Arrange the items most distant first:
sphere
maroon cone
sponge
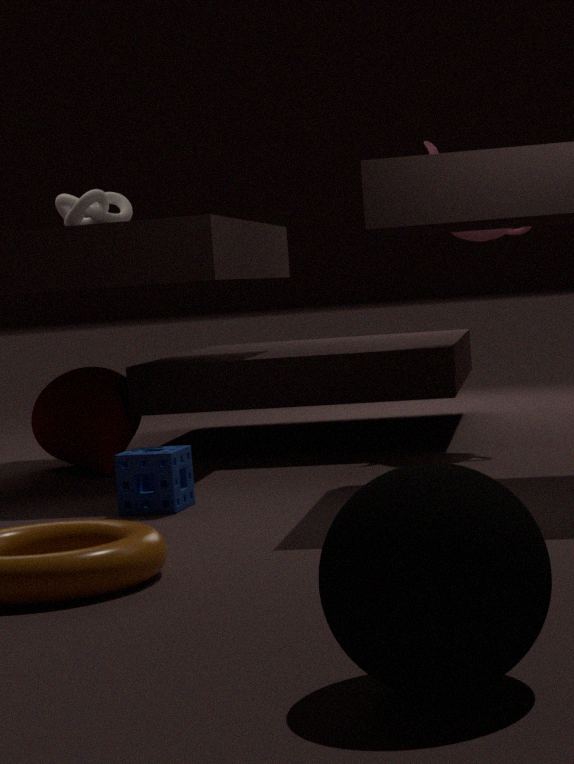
maroon cone → sponge → sphere
